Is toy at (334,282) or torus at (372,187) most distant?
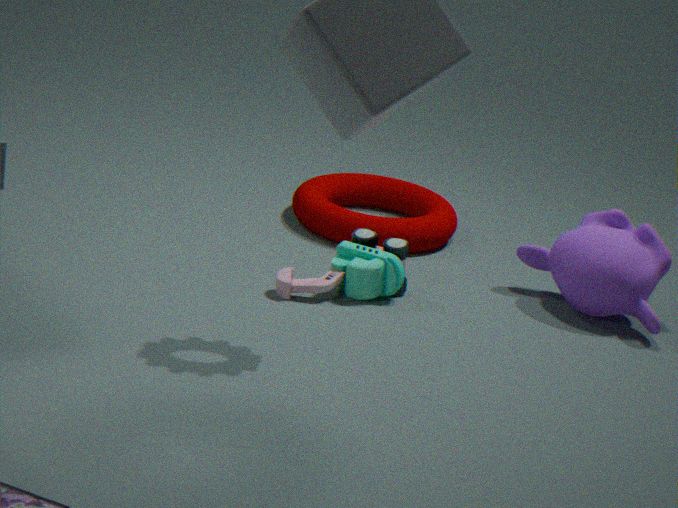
A: torus at (372,187)
